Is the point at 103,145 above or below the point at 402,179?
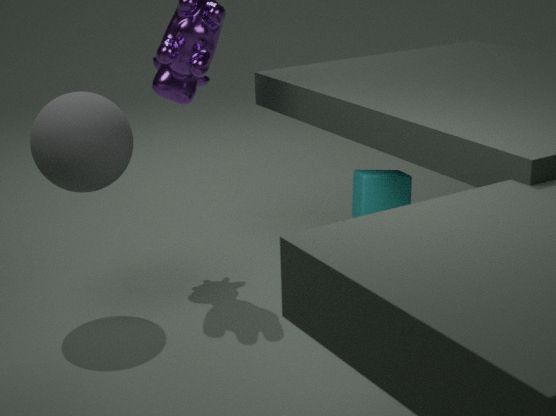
above
